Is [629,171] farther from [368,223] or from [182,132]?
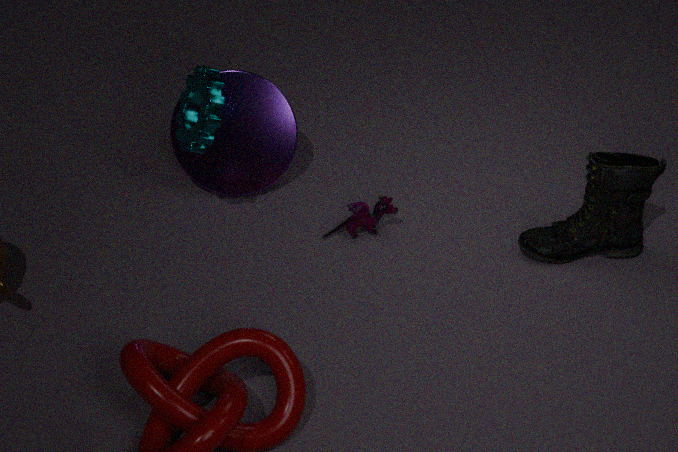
[182,132]
